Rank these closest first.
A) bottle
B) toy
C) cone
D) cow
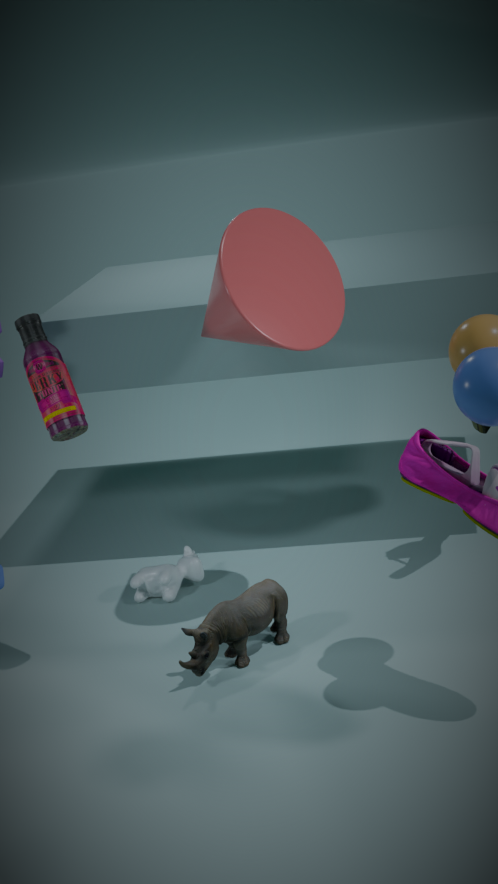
A. bottle → C. cone → B. toy → D. cow
